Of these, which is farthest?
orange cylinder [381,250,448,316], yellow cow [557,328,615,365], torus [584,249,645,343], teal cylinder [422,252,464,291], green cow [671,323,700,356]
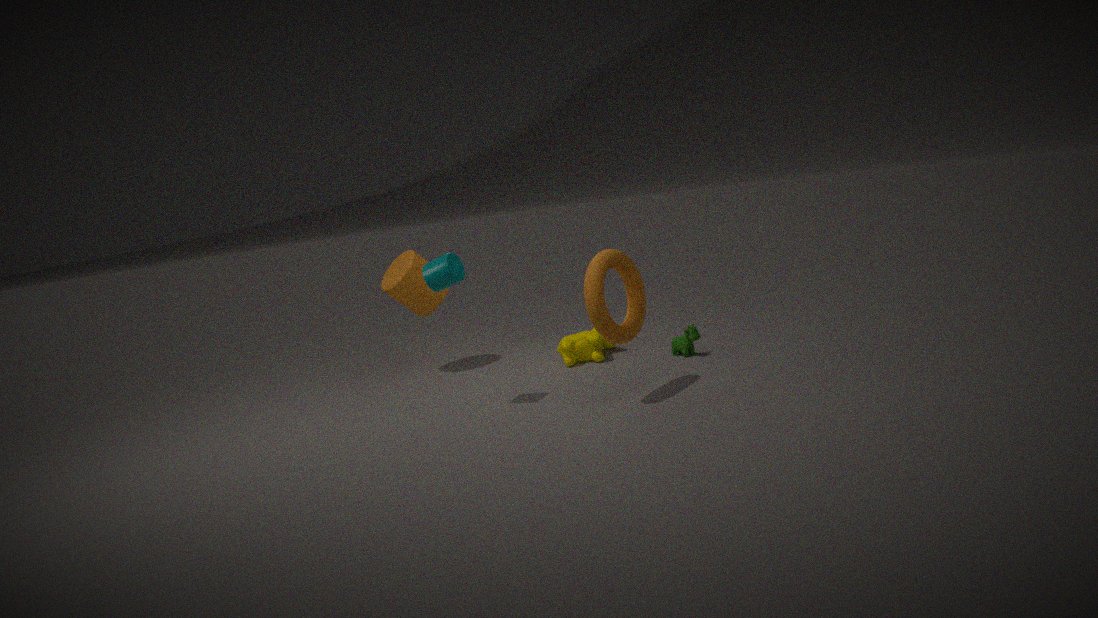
orange cylinder [381,250,448,316]
